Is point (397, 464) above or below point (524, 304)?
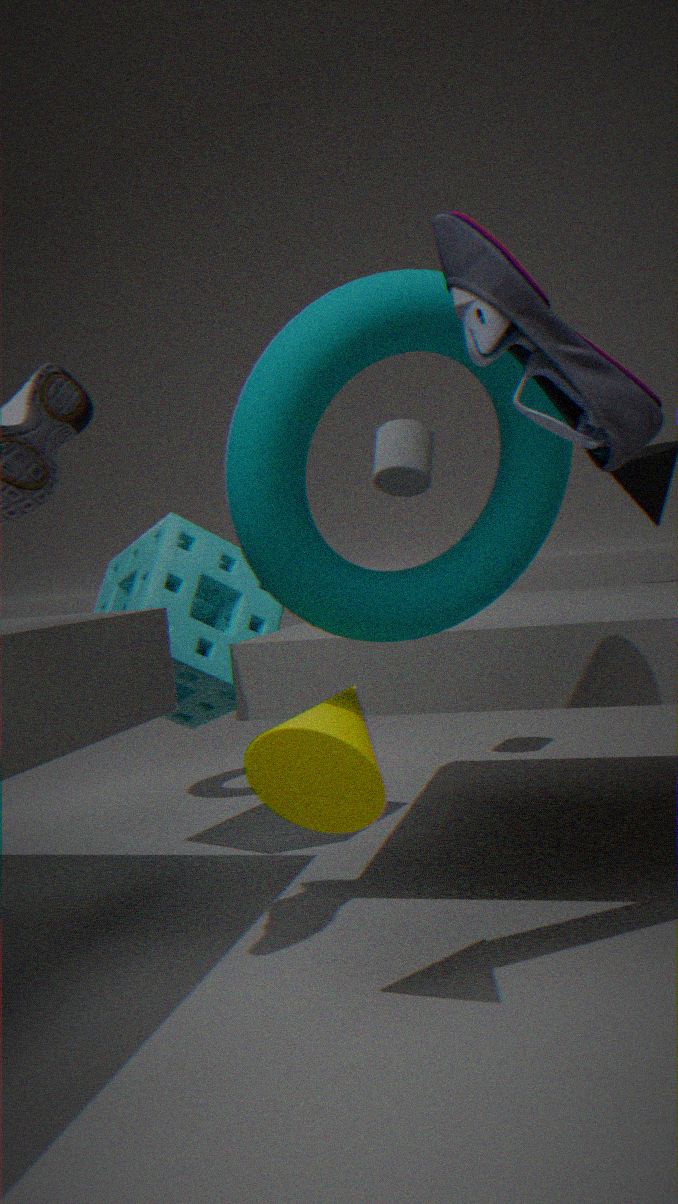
above
